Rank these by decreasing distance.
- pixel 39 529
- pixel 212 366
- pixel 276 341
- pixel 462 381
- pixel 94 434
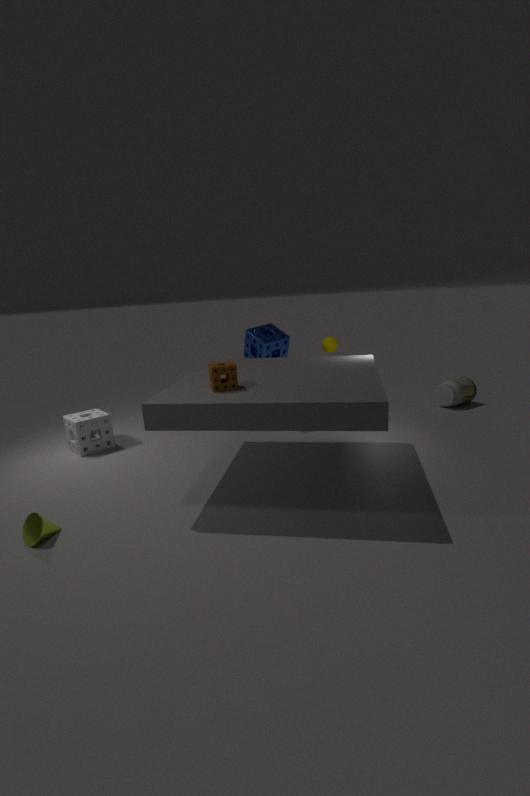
1. pixel 462 381
2. pixel 276 341
3. pixel 94 434
4. pixel 212 366
5. pixel 39 529
